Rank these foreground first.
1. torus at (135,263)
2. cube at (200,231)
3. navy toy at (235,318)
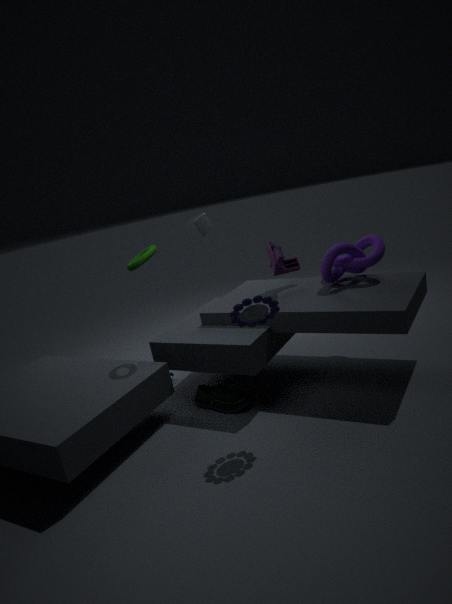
navy toy at (235,318) < torus at (135,263) < cube at (200,231)
